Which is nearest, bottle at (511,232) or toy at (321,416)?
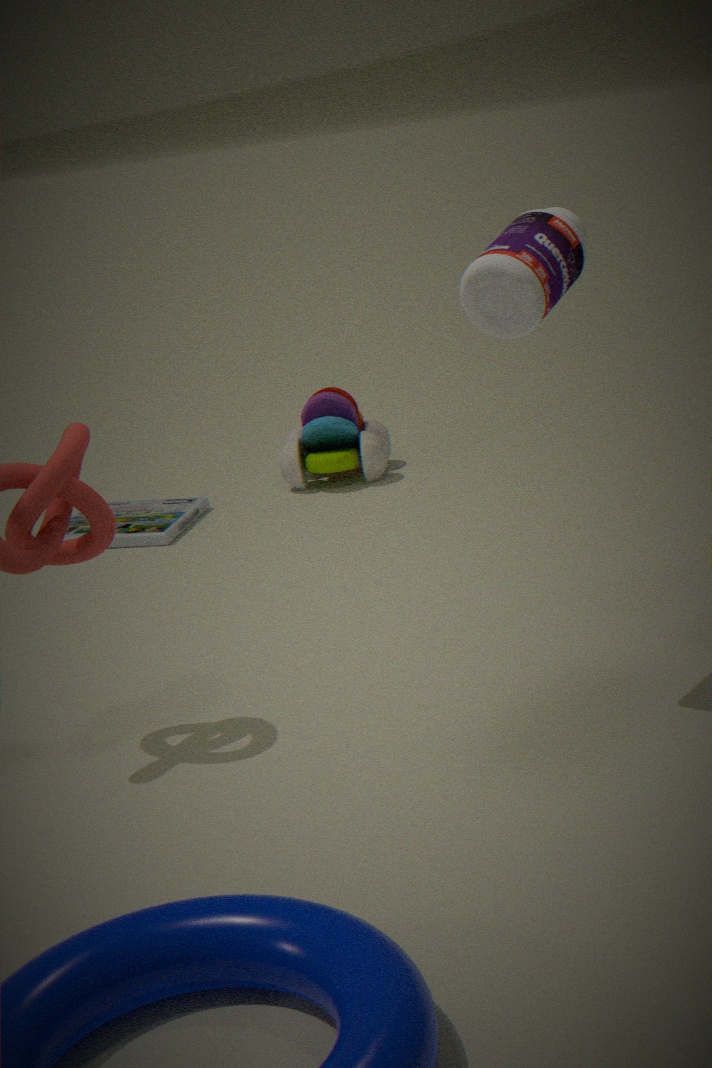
bottle at (511,232)
